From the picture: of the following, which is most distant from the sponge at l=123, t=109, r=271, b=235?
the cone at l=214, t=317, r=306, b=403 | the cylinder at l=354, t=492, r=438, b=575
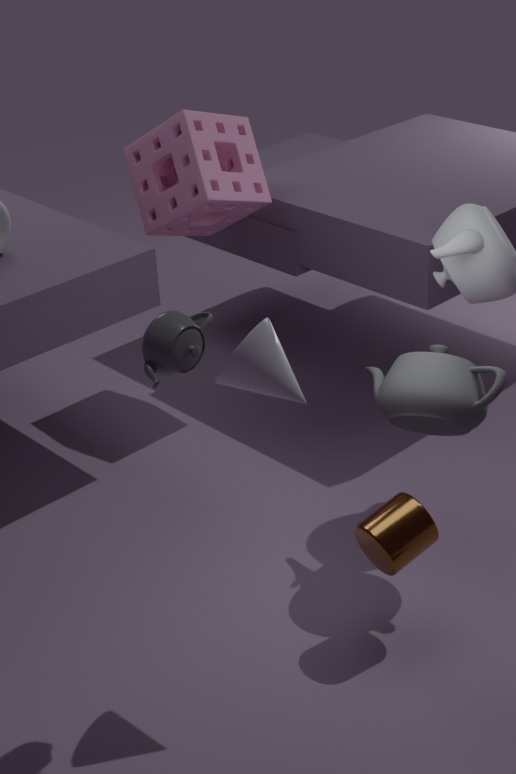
the cylinder at l=354, t=492, r=438, b=575
